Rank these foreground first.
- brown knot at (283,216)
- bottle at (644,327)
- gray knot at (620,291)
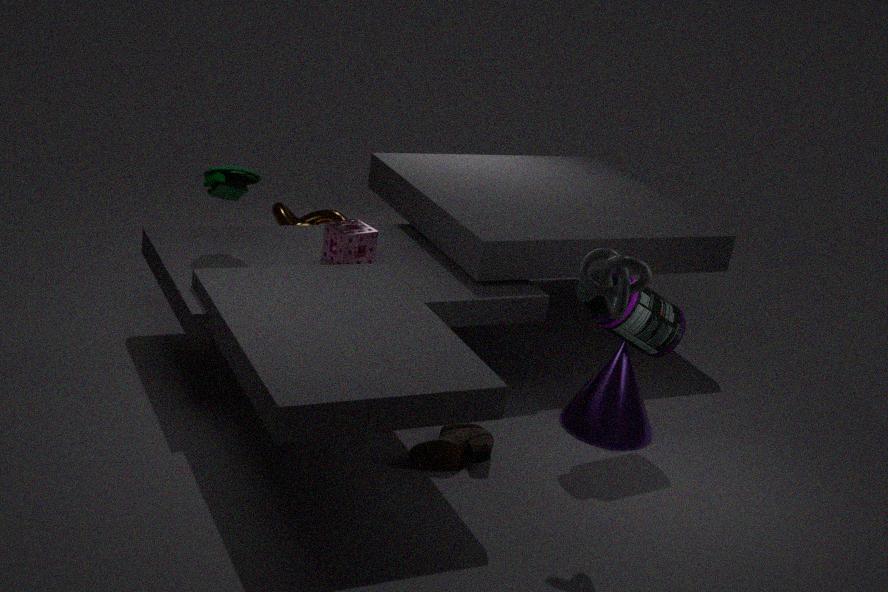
gray knot at (620,291) < bottle at (644,327) < brown knot at (283,216)
